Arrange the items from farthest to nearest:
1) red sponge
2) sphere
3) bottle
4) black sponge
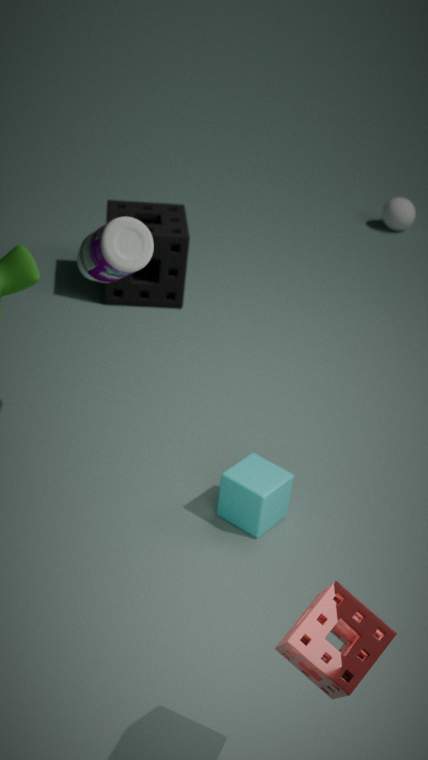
2. sphere → 4. black sponge → 3. bottle → 1. red sponge
